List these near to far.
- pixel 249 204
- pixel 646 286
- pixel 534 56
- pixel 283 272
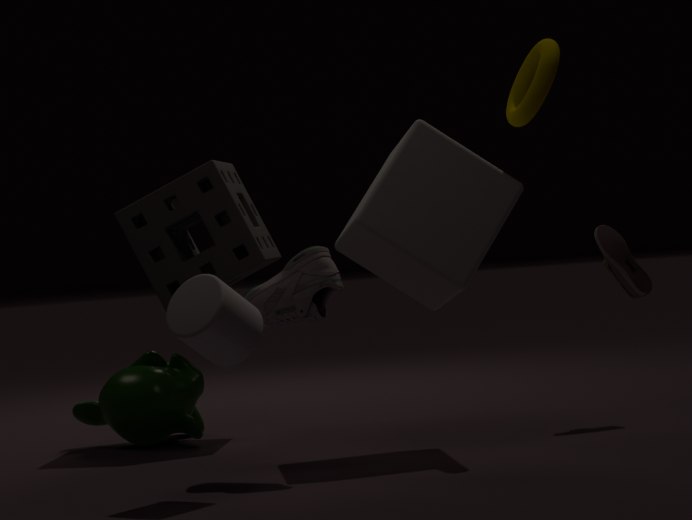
pixel 283 272 → pixel 534 56 → pixel 646 286 → pixel 249 204
